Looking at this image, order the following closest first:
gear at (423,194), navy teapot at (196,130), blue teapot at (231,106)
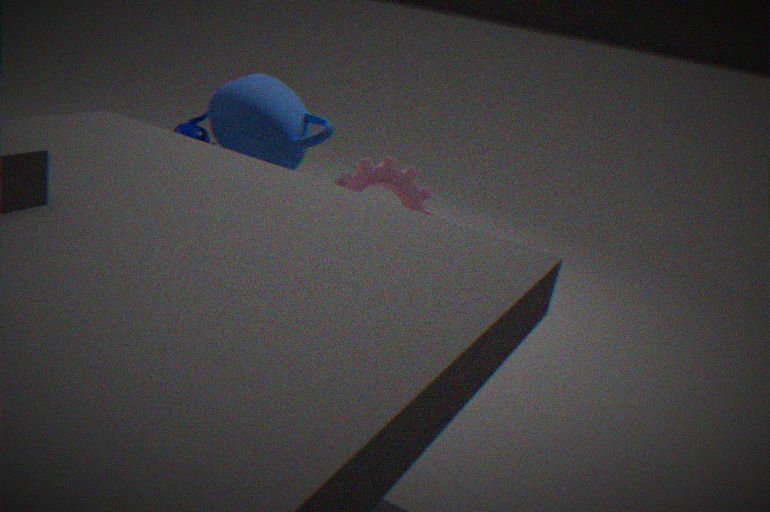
gear at (423,194)
blue teapot at (231,106)
navy teapot at (196,130)
